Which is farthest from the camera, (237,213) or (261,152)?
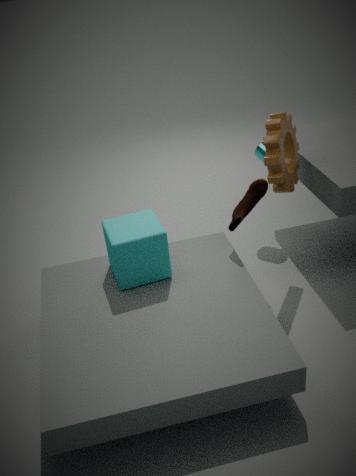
(261,152)
